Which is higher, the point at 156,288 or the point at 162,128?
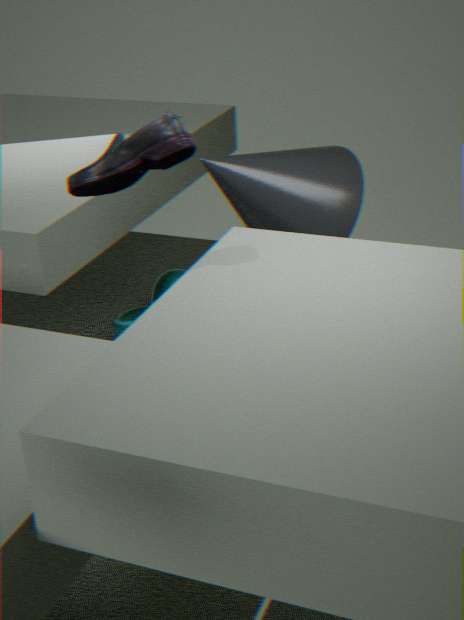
the point at 162,128
